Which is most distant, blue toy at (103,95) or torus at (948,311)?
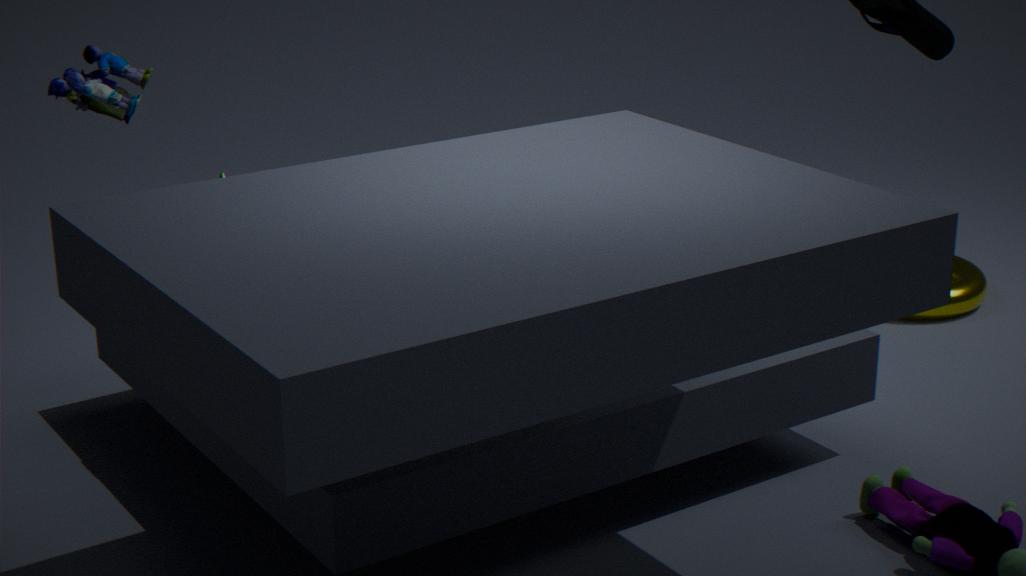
torus at (948,311)
